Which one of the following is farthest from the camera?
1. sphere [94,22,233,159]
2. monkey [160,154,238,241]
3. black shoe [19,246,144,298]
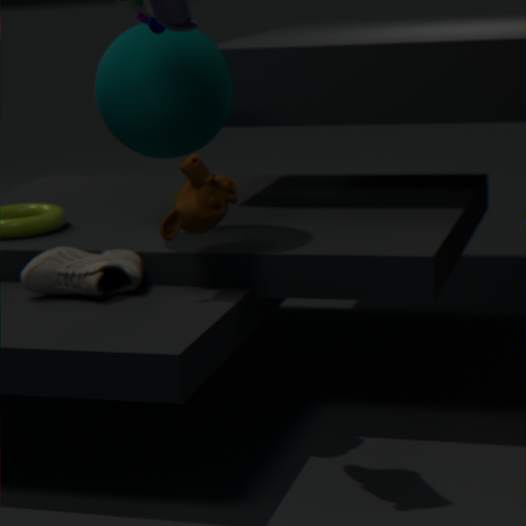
sphere [94,22,233,159]
